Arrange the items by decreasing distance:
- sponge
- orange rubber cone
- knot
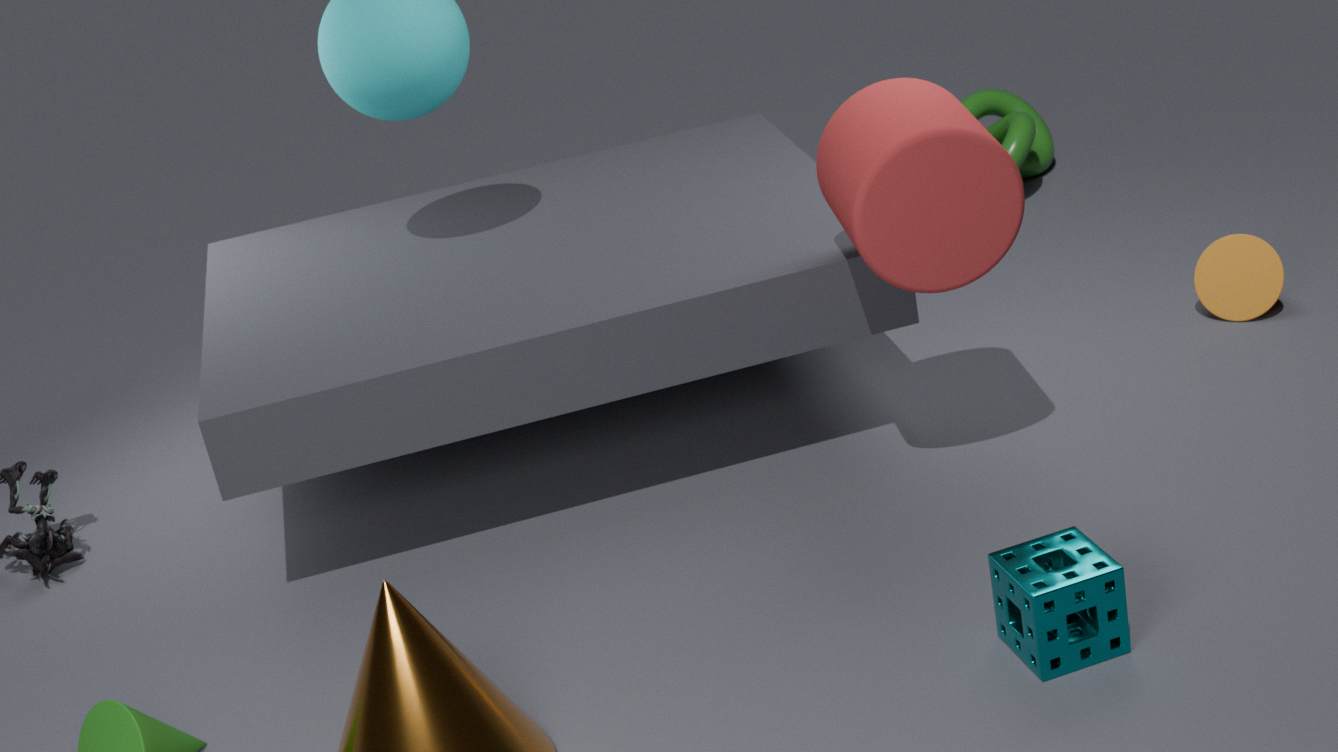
knot
orange rubber cone
sponge
